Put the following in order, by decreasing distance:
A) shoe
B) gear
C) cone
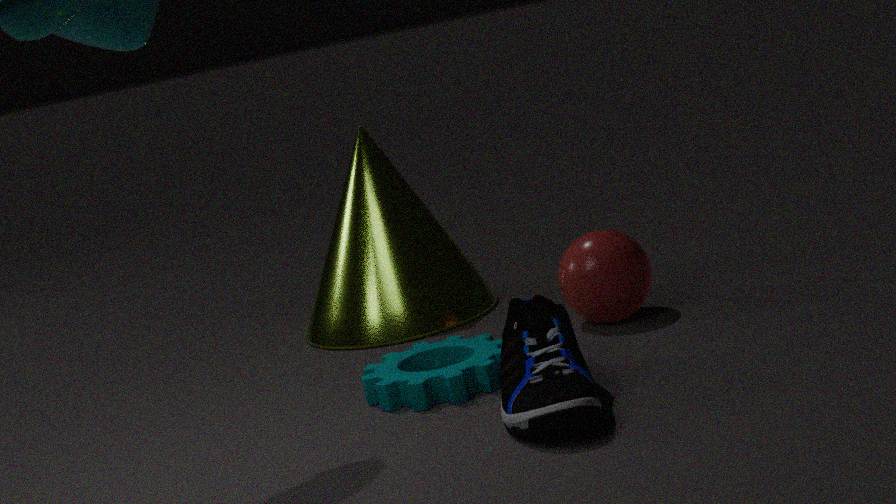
cone → gear → shoe
